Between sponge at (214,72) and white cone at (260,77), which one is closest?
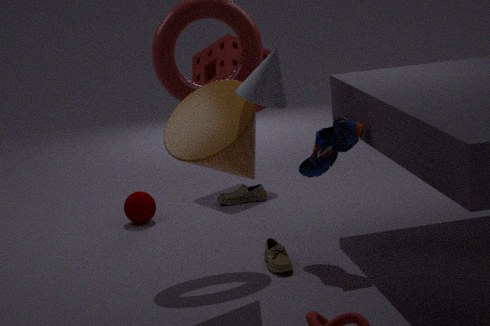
white cone at (260,77)
